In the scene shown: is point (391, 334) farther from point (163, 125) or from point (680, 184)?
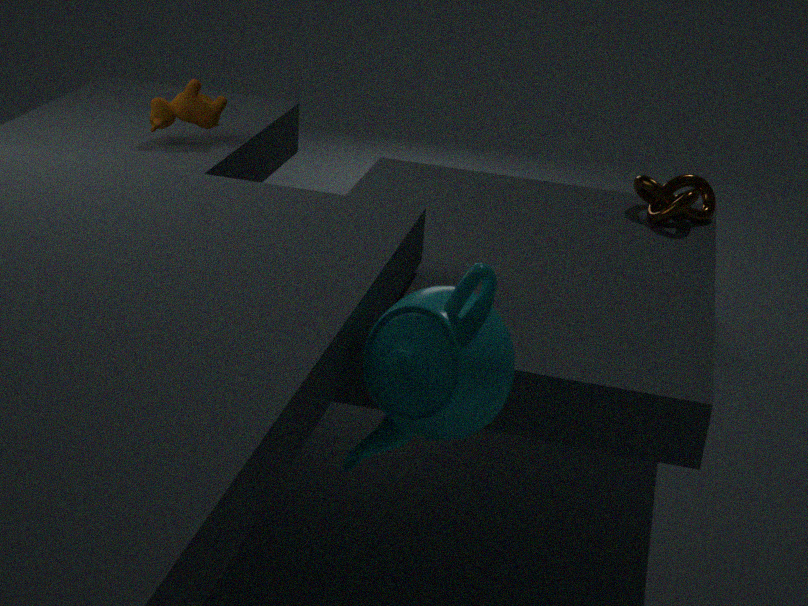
point (163, 125)
